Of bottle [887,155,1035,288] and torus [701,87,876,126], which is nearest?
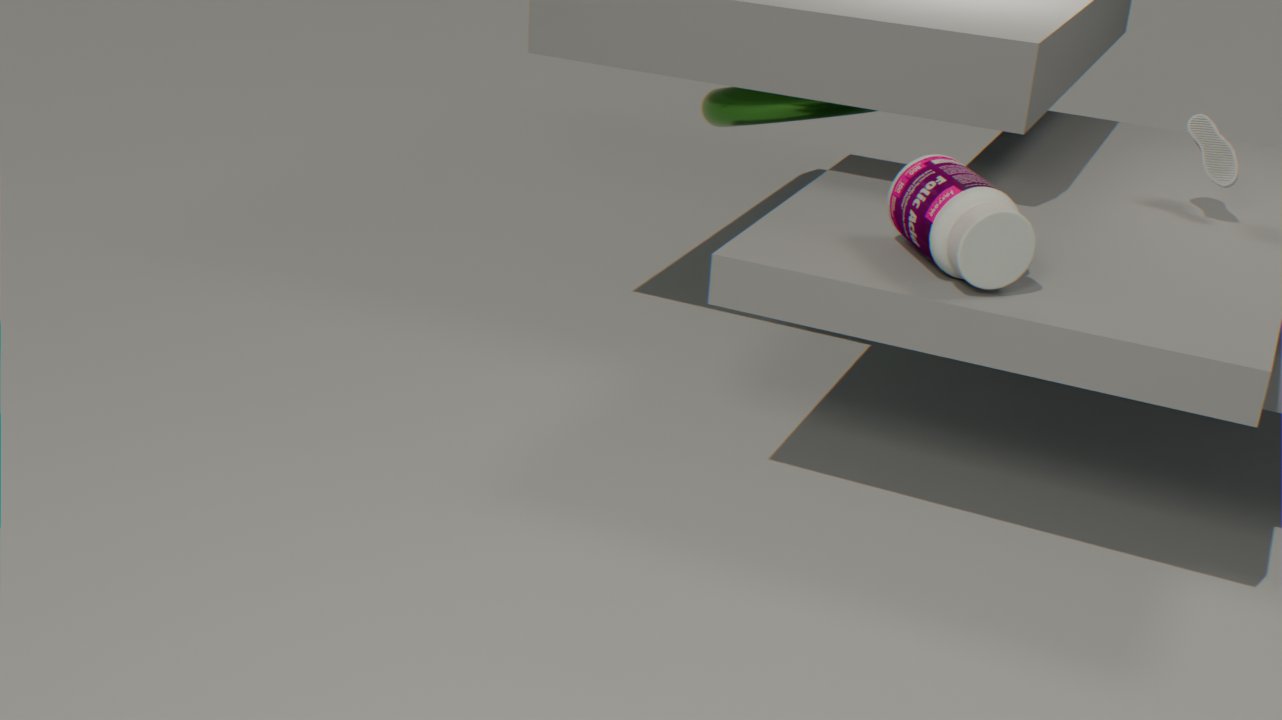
bottle [887,155,1035,288]
